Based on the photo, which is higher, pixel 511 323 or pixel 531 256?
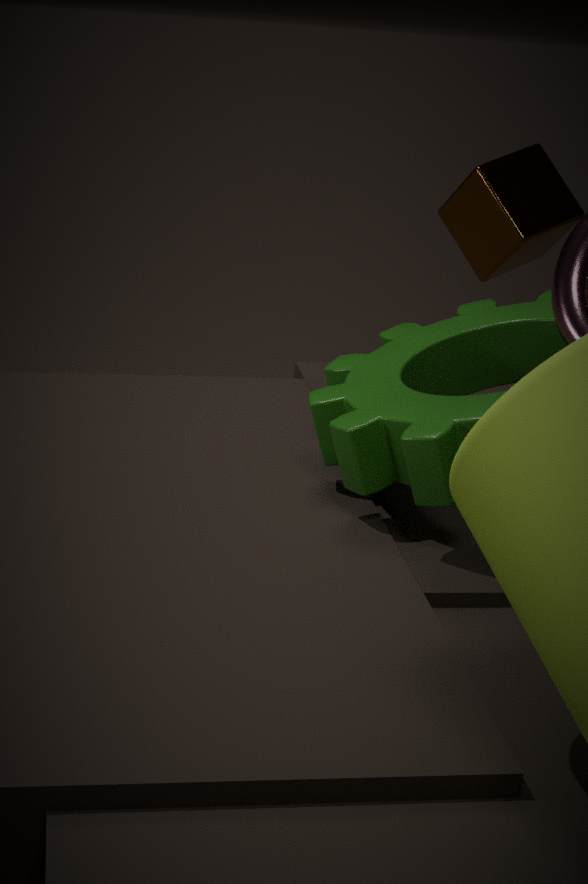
pixel 531 256
